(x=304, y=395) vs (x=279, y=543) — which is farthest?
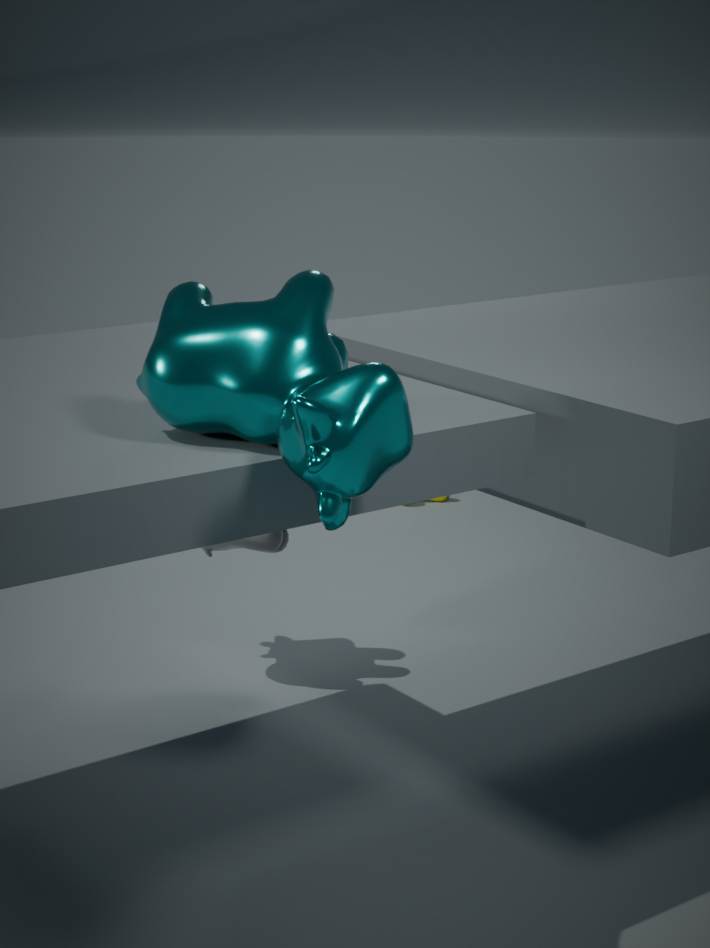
(x=279, y=543)
